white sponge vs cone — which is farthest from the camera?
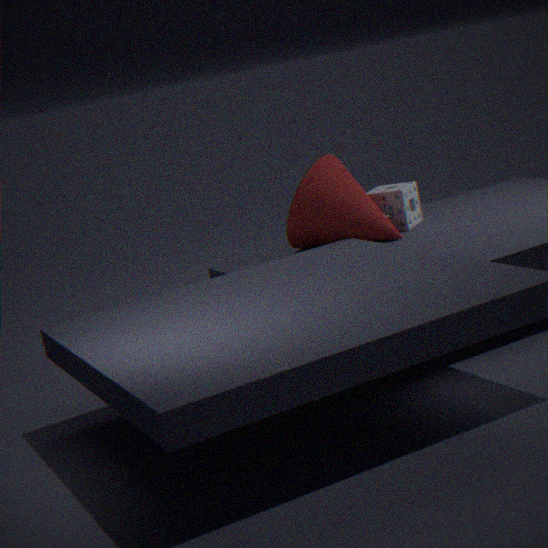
white sponge
